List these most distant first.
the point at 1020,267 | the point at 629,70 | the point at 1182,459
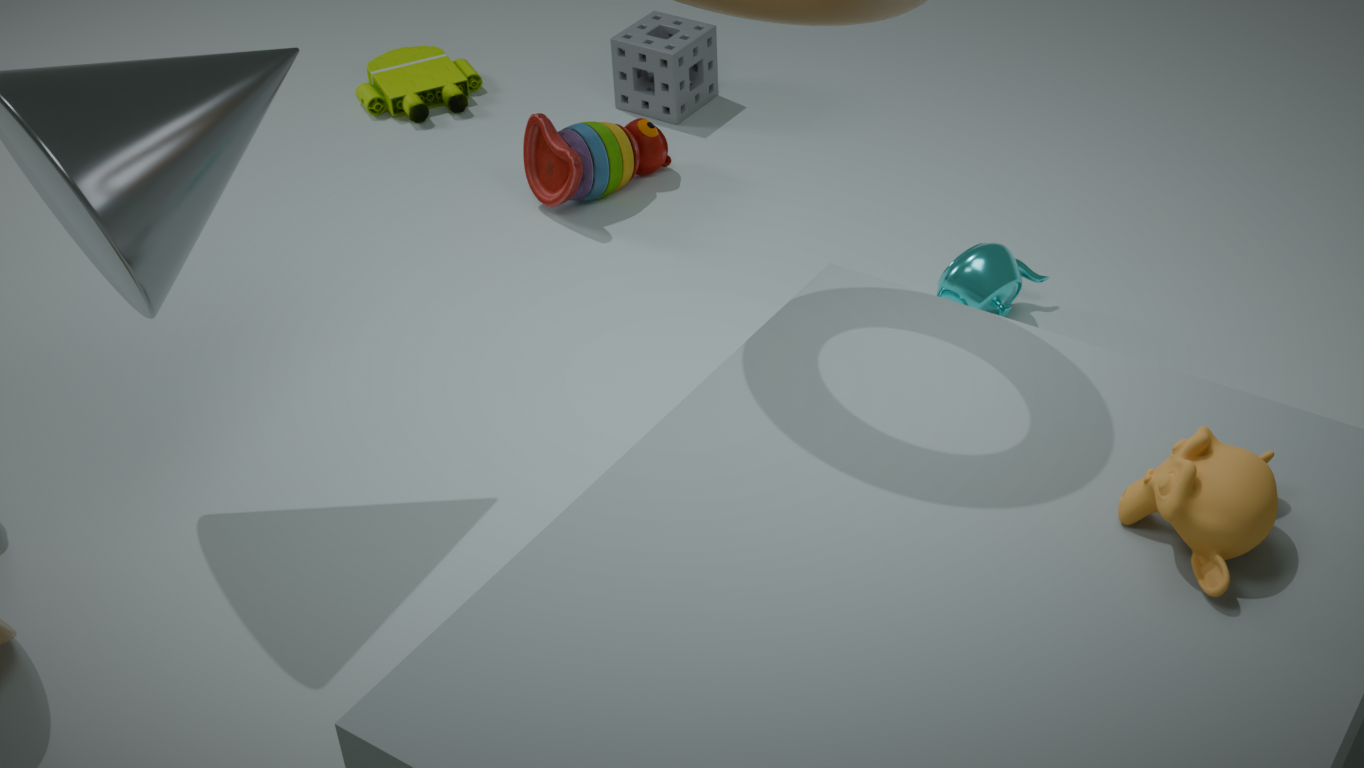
1. the point at 629,70
2. the point at 1020,267
3. the point at 1182,459
